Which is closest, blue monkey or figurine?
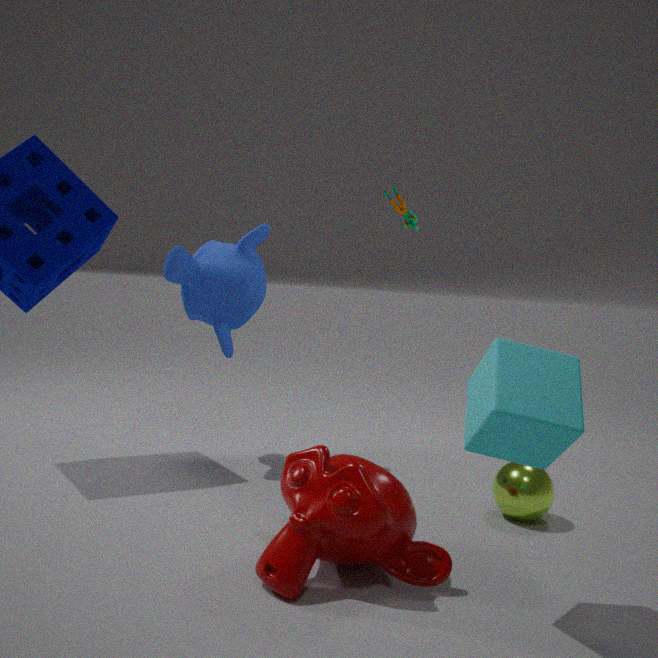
blue monkey
